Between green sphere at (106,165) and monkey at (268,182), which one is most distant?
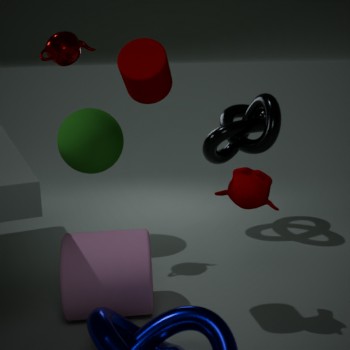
green sphere at (106,165)
